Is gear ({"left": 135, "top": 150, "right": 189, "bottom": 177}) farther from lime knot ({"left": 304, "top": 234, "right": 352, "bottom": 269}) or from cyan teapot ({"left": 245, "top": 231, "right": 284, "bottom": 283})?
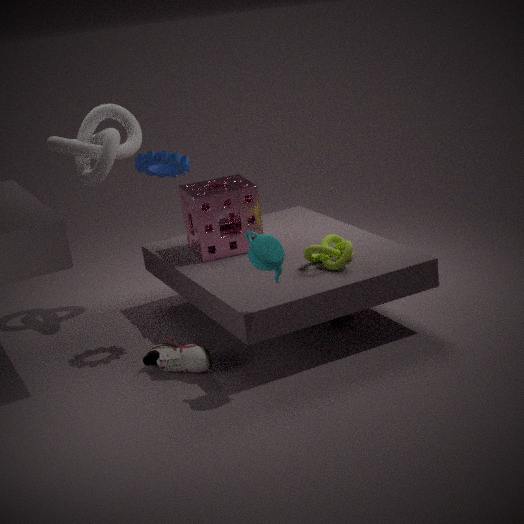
lime knot ({"left": 304, "top": 234, "right": 352, "bottom": 269})
